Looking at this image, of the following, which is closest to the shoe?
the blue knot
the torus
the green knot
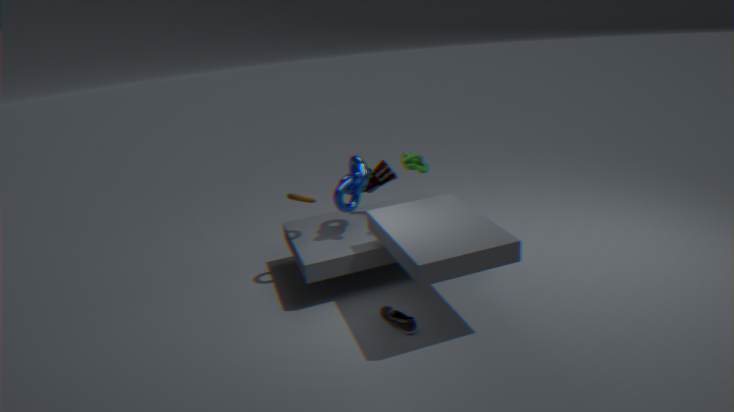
the blue knot
